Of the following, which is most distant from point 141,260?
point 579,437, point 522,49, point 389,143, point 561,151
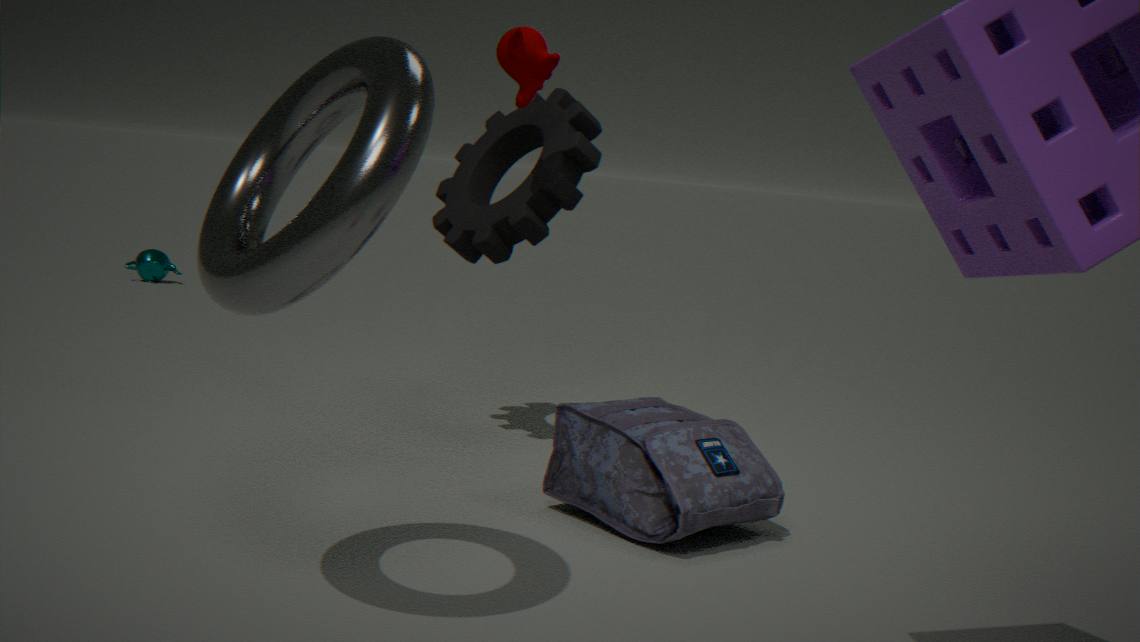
point 389,143
